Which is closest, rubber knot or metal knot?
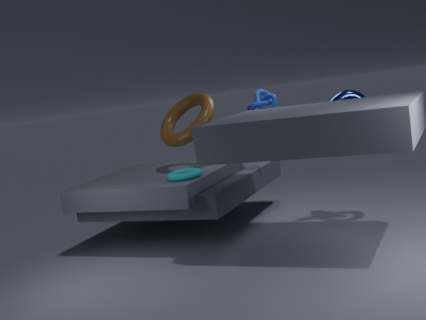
metal knot
